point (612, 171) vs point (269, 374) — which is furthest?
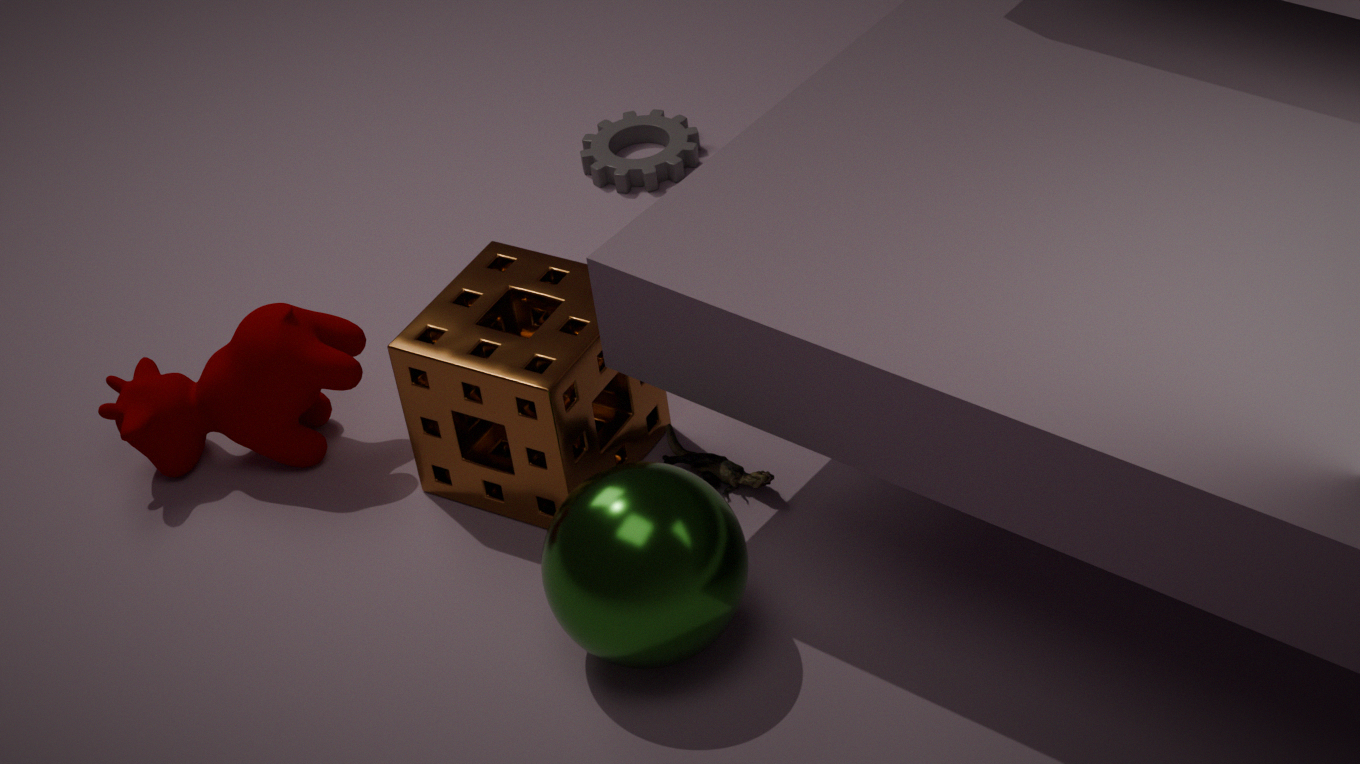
point (612, 171)
